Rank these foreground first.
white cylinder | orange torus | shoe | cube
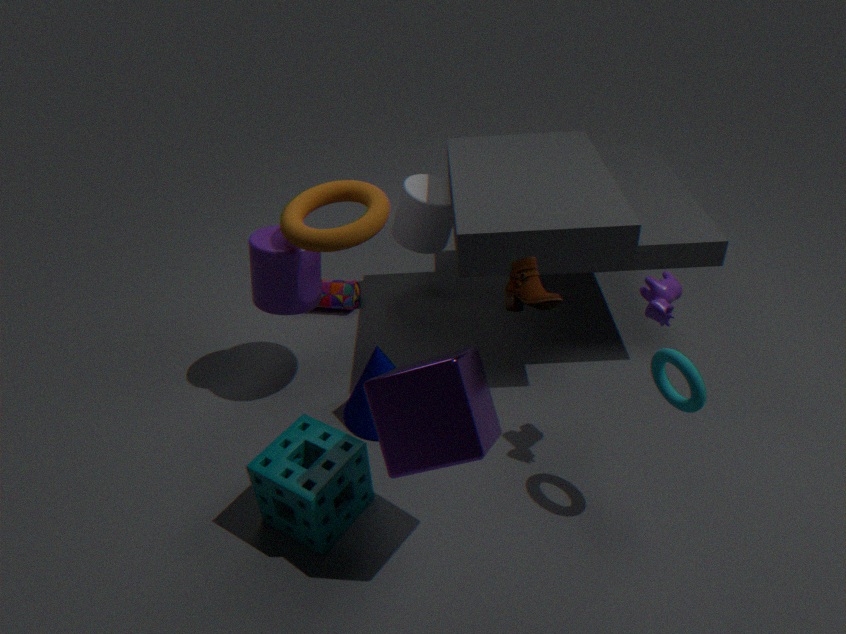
1. cube
2. shoe
3. orange torus
4. white cylinder
